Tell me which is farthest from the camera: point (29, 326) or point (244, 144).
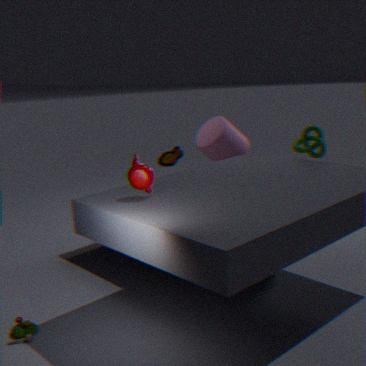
point (244, 144)
